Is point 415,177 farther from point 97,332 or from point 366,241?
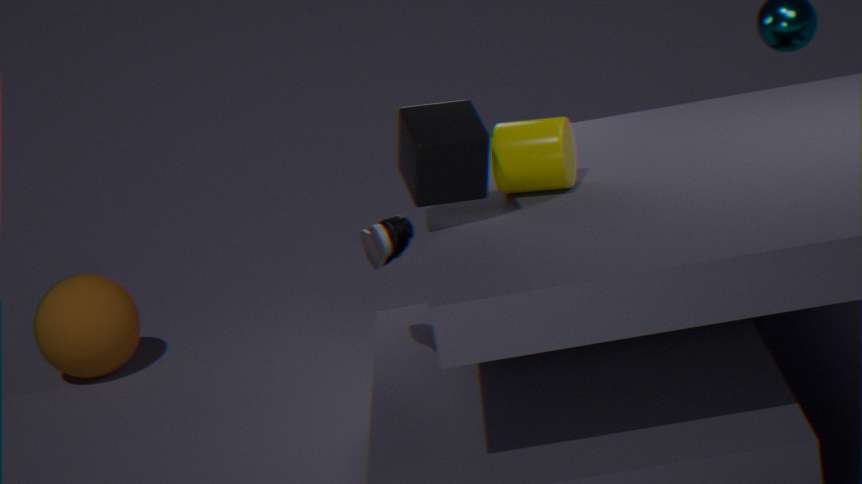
point 97,332
